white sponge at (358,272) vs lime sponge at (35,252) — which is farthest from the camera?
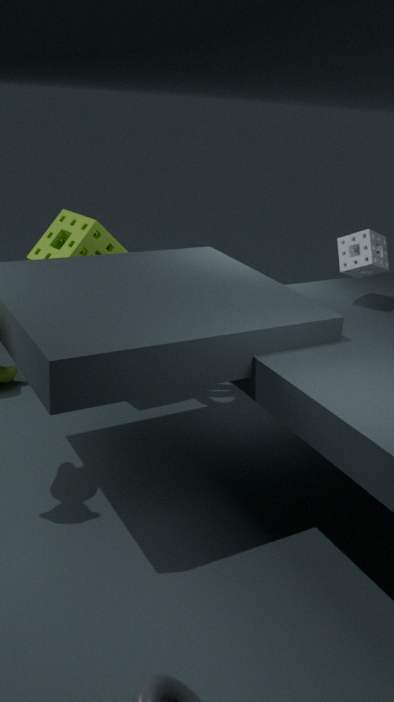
lime sponge at (35,252)
